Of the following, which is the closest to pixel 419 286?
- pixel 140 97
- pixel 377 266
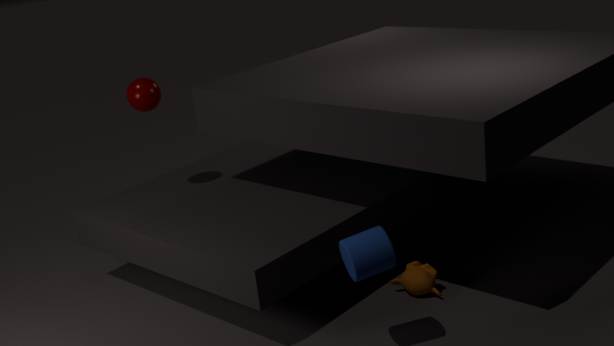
pixel 377 266
